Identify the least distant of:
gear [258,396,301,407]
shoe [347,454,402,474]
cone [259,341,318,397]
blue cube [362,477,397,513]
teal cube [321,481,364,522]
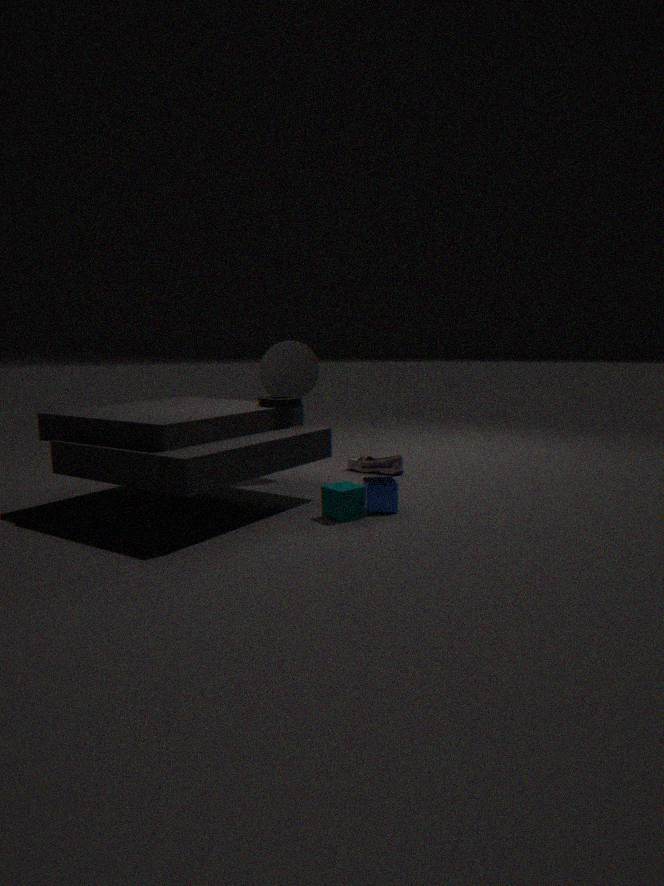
teal cube [321,481,364,522]
